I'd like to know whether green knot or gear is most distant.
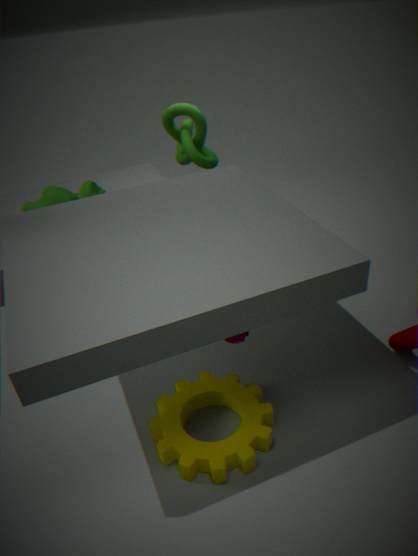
green knot
